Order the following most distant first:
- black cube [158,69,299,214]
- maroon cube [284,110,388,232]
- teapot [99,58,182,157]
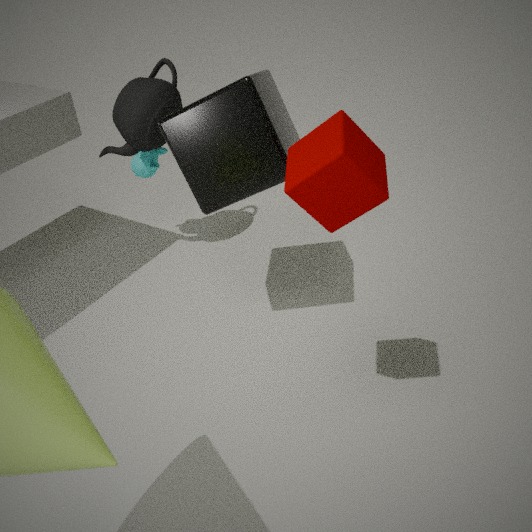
teapot [99,58,182,157], black cube [158,69,299,214], maroon cube [284,110,388,232]
